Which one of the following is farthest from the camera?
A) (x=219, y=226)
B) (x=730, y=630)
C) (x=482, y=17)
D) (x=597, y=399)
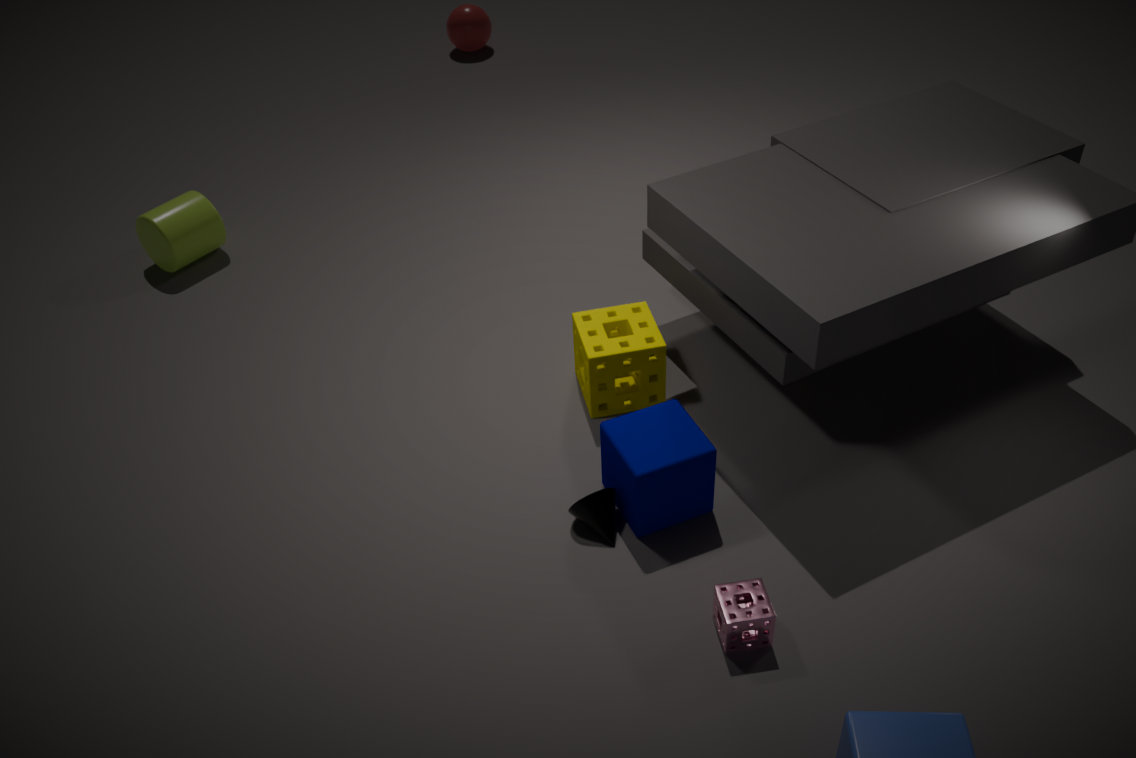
(x=482, y=17)
